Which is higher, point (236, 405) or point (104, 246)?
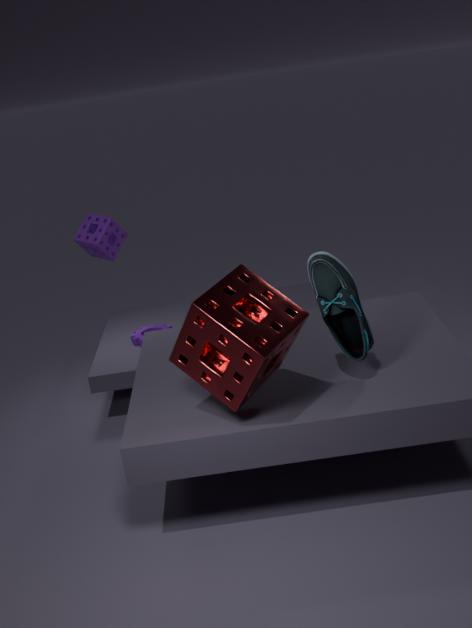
point (104, 246)
